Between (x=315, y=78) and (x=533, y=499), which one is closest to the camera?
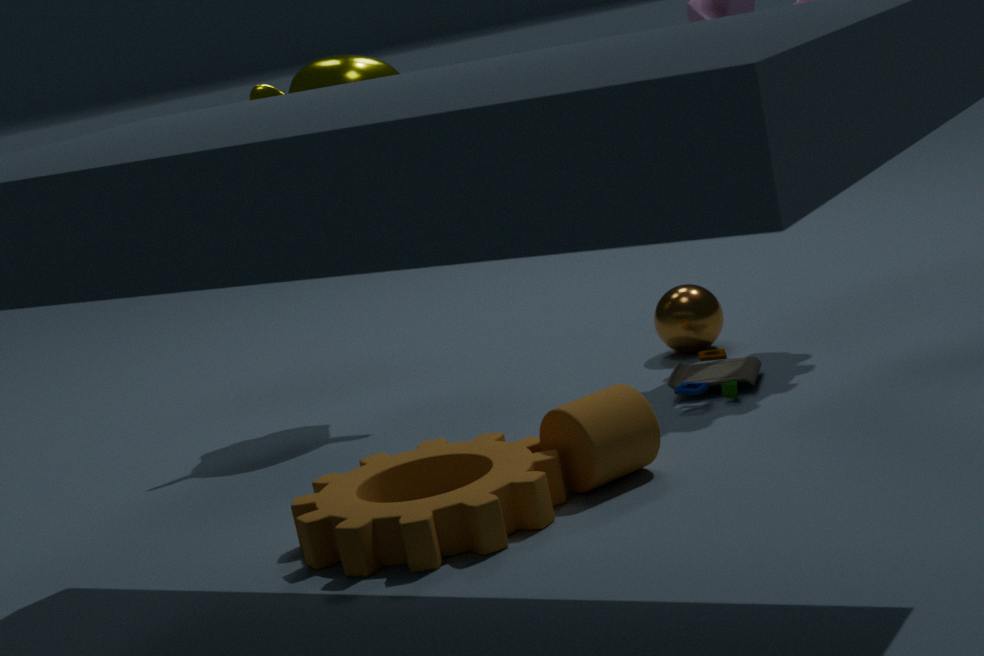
(x=533, y=499)
